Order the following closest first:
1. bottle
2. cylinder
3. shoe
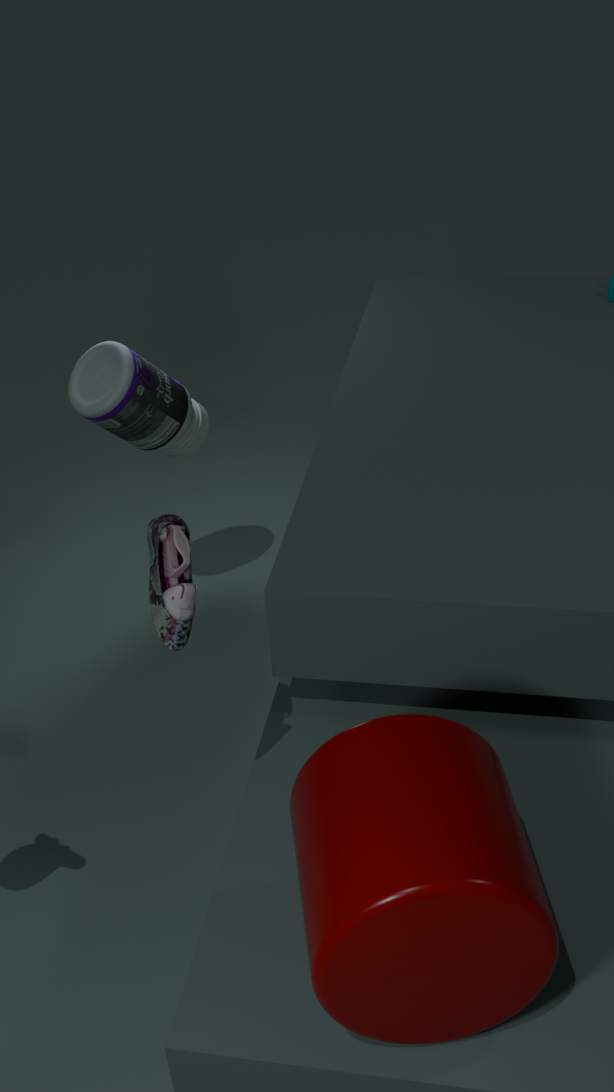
cylinder
shoe
bottle
